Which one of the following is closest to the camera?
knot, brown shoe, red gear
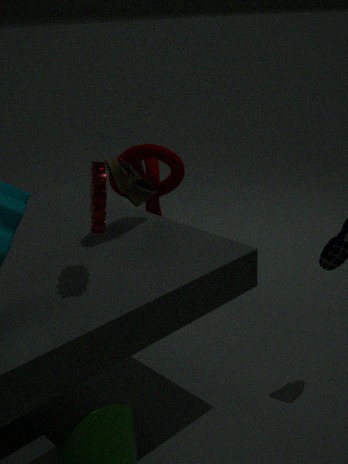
red gear
